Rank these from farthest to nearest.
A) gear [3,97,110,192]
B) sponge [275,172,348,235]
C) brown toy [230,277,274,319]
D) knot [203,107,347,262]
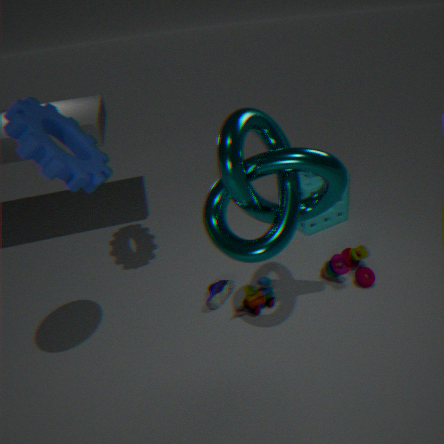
sponge [275,172,348,235], brown toy [230,277,274,319], gear [3,97,110,192], knot [203,107,347,262]
